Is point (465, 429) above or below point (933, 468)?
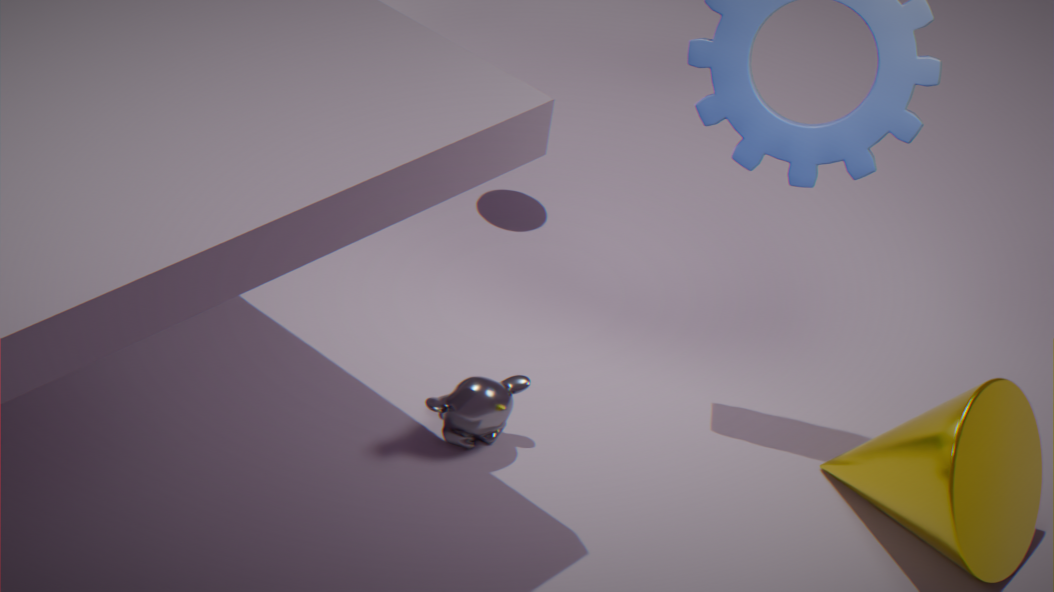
below
